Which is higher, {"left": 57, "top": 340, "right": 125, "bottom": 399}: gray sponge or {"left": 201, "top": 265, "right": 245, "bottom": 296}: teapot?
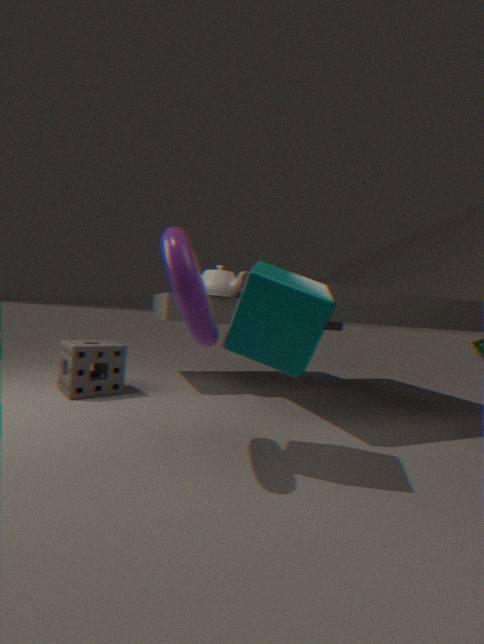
{"left": 201, "top": 265, "right": 245, "bottom": 296}: teapot
